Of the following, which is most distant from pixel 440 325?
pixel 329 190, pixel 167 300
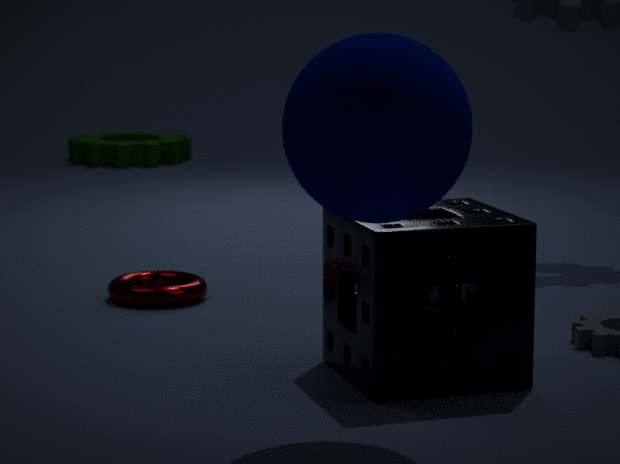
pixel 167 300
